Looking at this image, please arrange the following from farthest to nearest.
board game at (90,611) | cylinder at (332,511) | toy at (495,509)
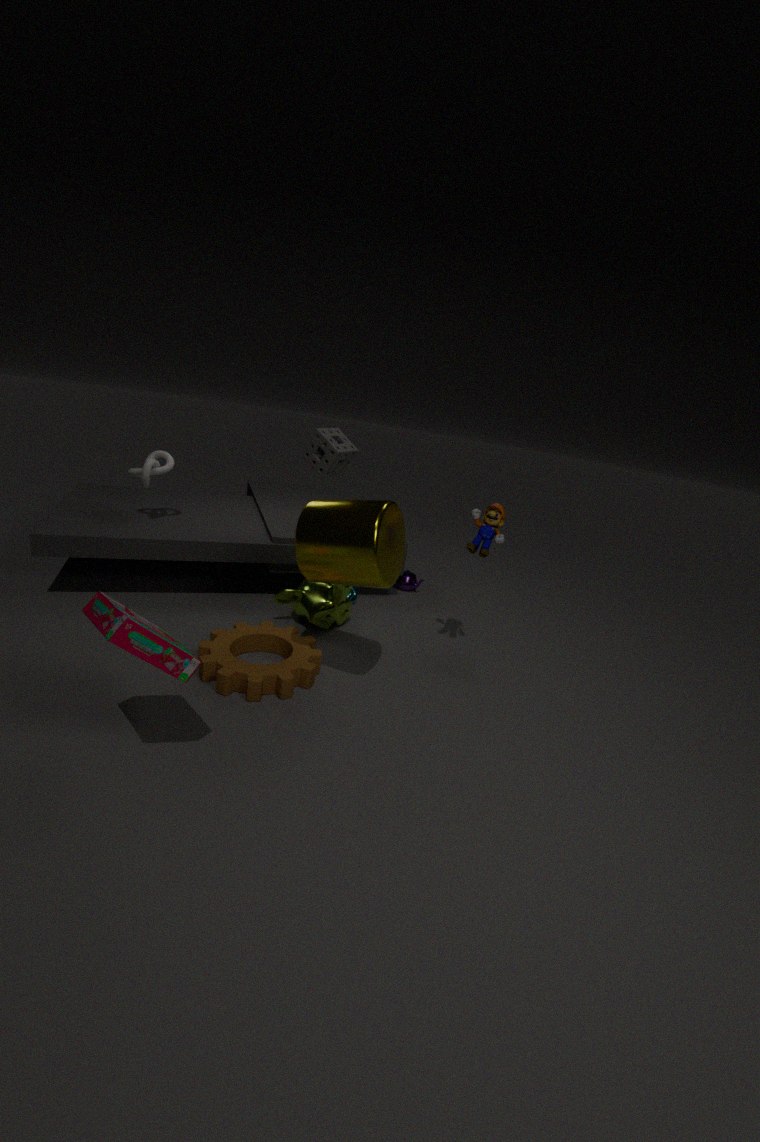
toy at (495,509)
cylinder at (332,511)
board game at (90,611)
